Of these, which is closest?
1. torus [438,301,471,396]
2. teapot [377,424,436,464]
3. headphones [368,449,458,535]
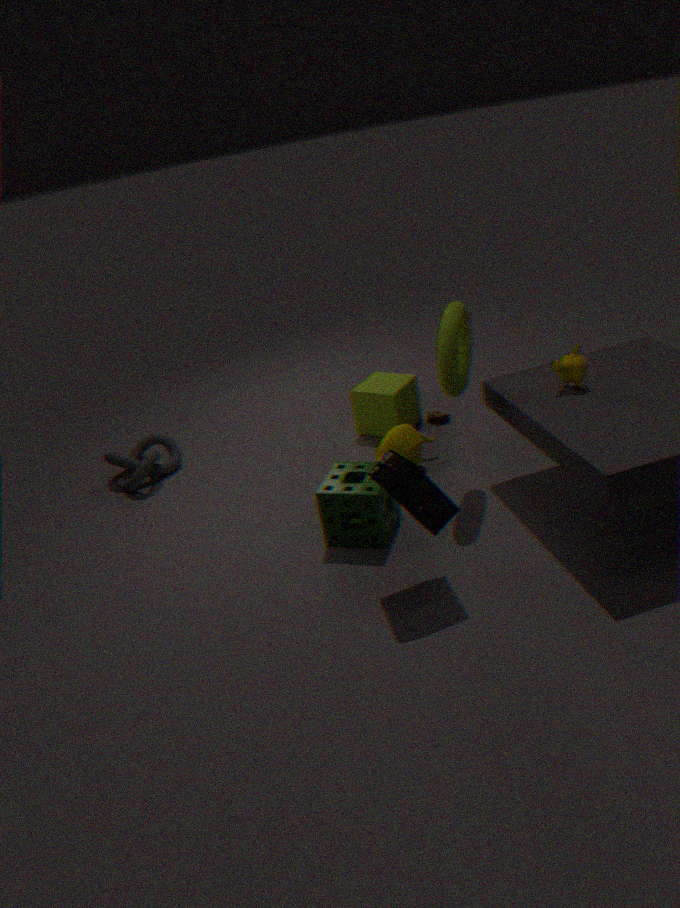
headphones [368,449,458,535]
